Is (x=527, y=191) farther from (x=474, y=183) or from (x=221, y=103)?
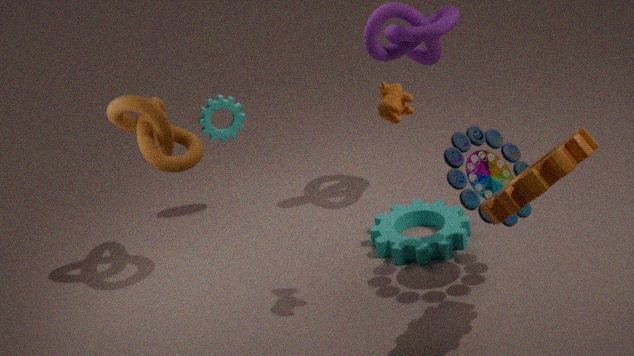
(x=221, y=103)
